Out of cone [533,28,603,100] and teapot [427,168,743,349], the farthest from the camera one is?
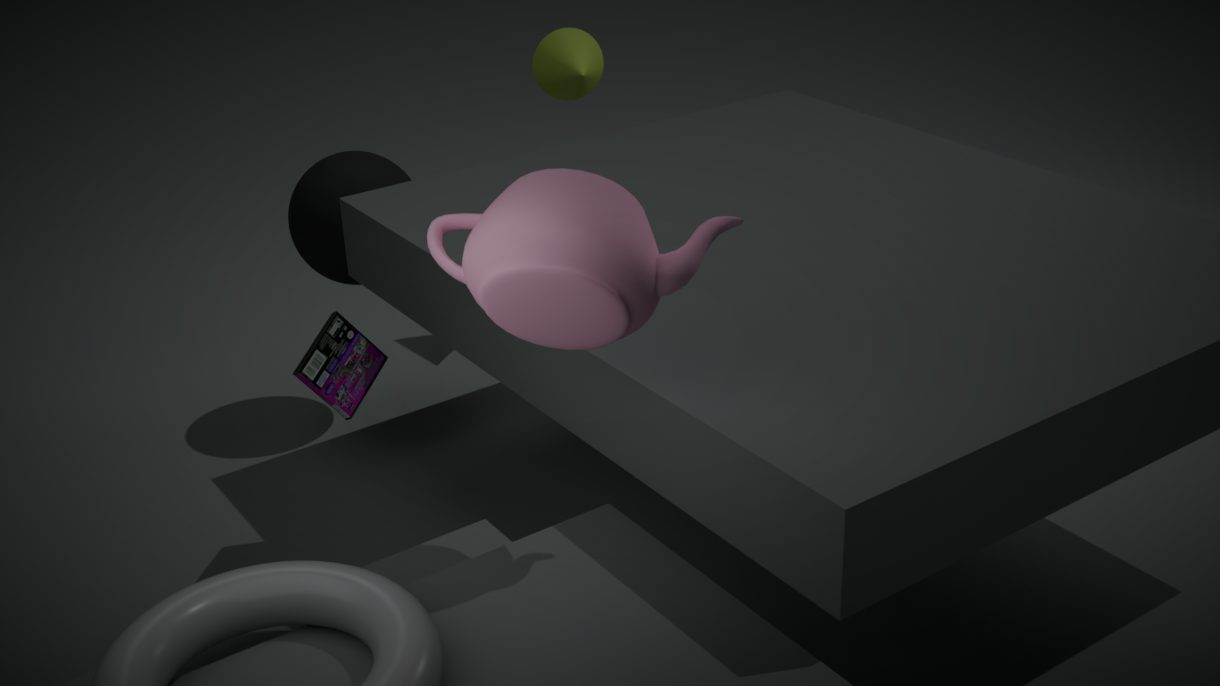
cone [533,28,603,100]
